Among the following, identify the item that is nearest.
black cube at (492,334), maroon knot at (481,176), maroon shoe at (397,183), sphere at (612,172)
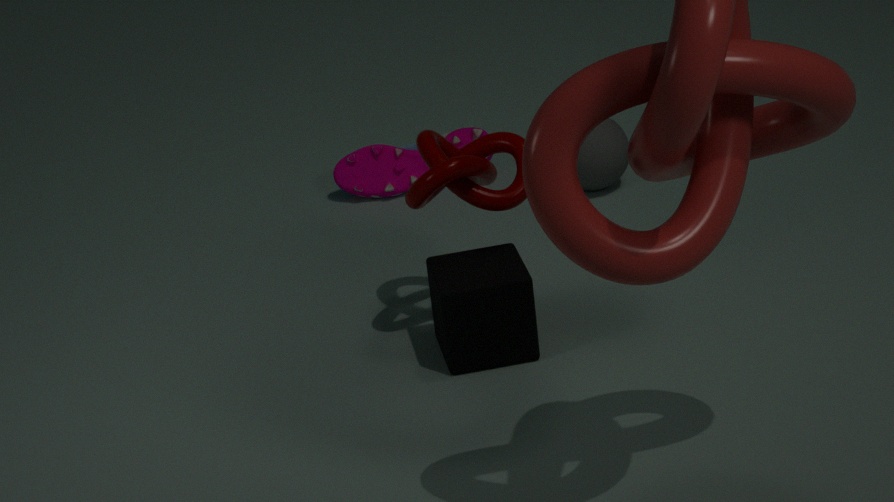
black cube at (492,334)
